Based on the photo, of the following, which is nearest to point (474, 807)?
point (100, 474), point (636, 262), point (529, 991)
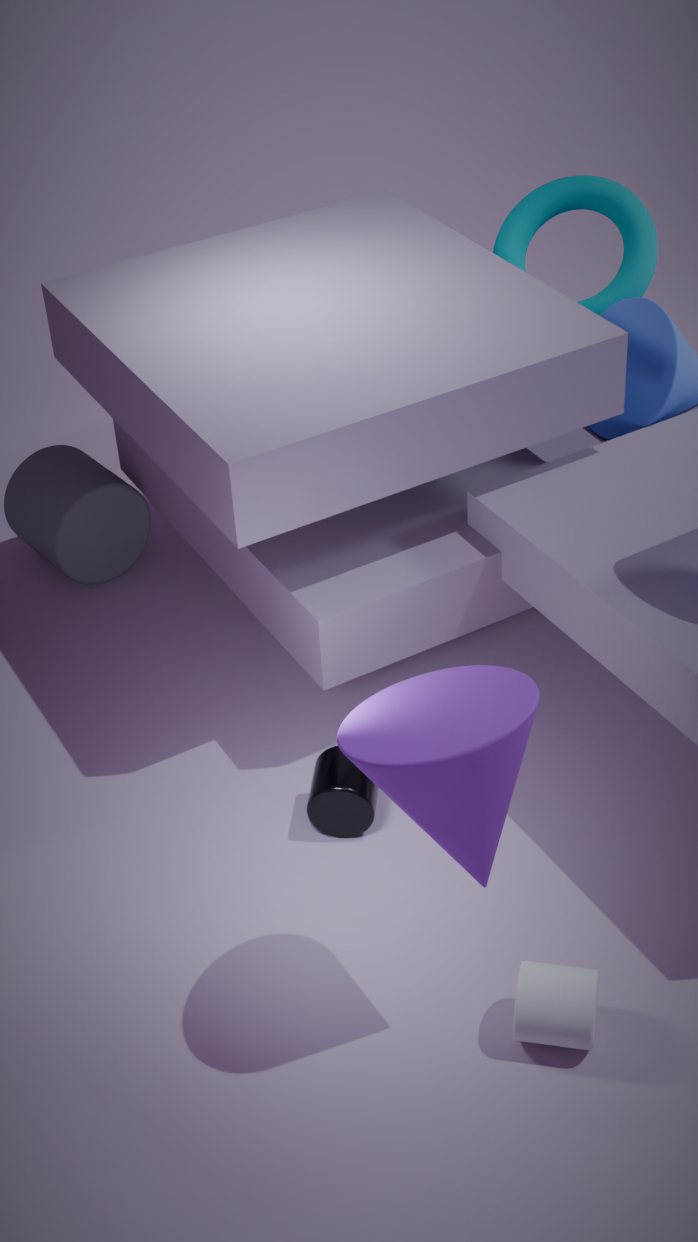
point (529, 991)
